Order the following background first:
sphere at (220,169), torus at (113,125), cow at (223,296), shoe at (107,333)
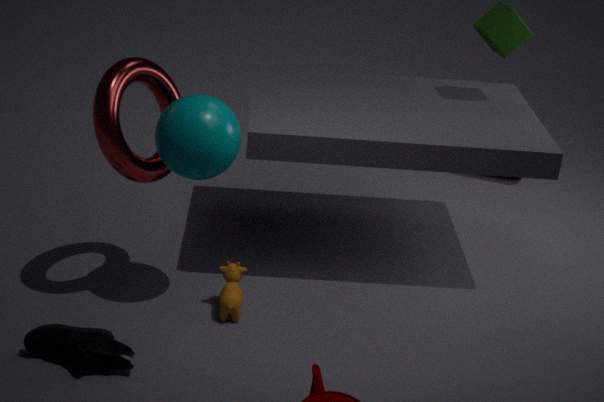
cow at (223,296) < torus at (113,125) < sphere at (220,169) < shoe at (107,333)
